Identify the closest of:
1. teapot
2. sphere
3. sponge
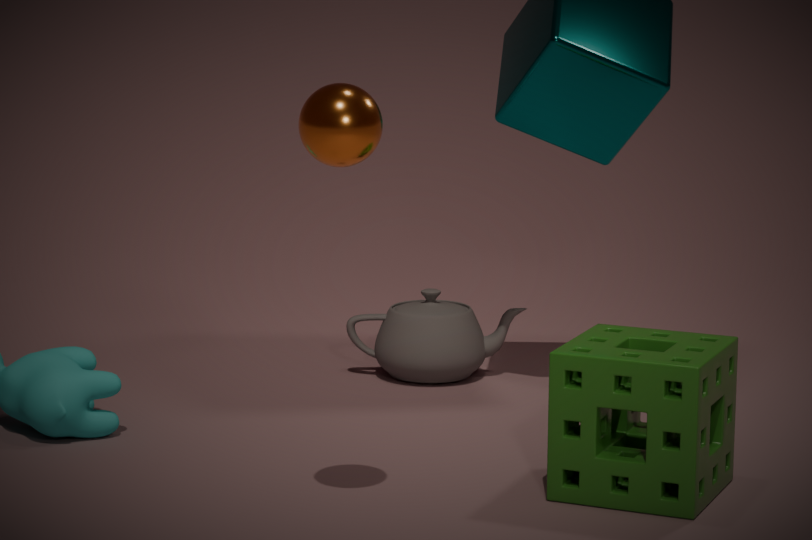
sphere
